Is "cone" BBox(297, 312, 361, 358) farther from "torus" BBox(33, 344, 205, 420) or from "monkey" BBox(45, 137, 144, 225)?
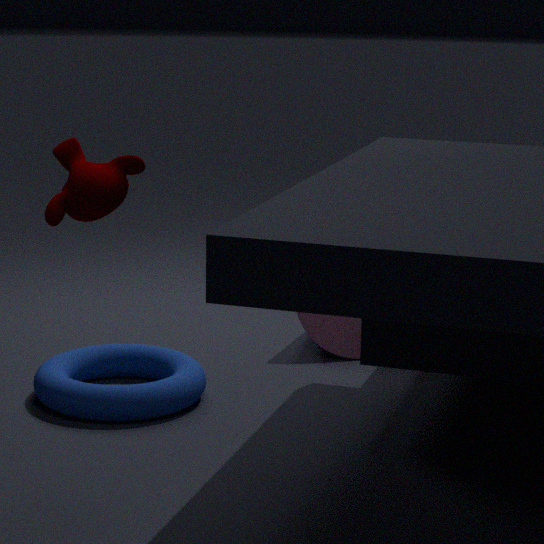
"monkey" BBox(45, 137, 144, 225)
